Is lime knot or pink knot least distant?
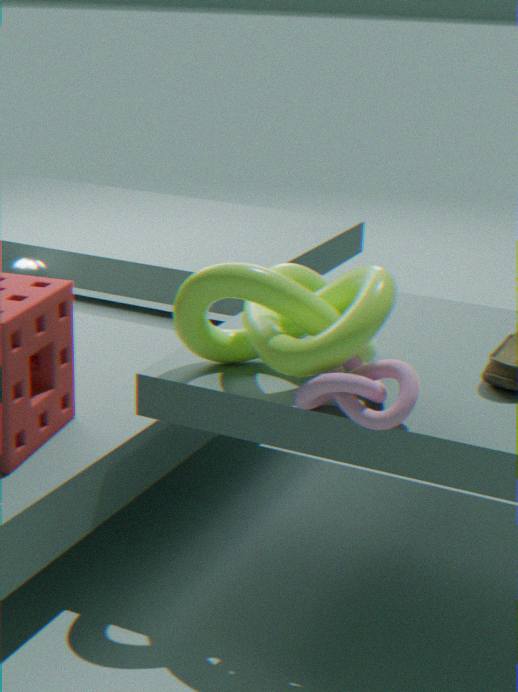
pink knot
